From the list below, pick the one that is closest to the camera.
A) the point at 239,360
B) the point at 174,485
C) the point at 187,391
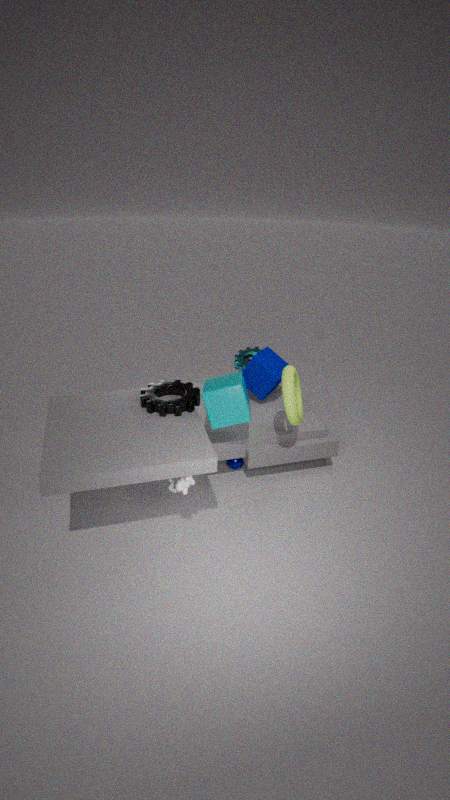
the point at 174,485
